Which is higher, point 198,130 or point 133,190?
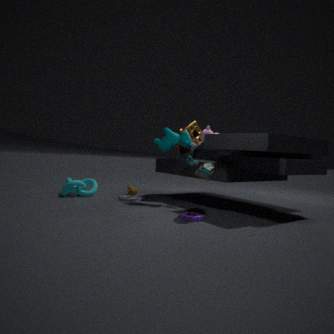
point 198,130
